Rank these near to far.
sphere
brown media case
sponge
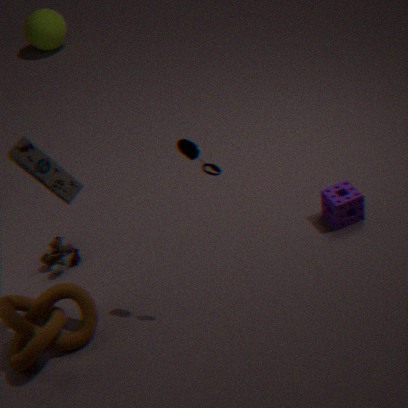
brown media case < sponge < sphere
